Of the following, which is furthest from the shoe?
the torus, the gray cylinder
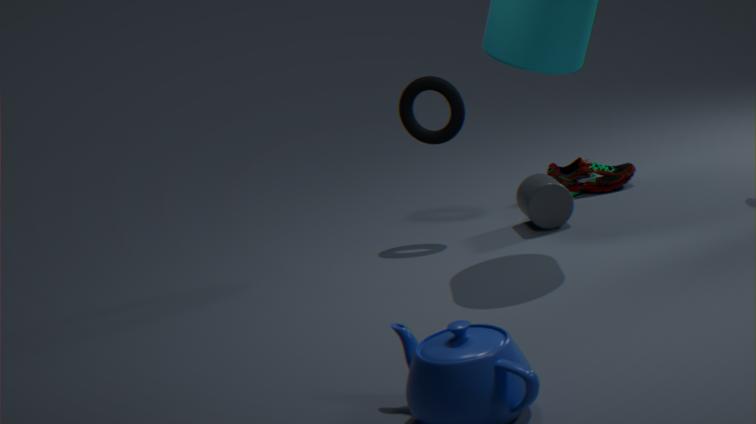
the torus
